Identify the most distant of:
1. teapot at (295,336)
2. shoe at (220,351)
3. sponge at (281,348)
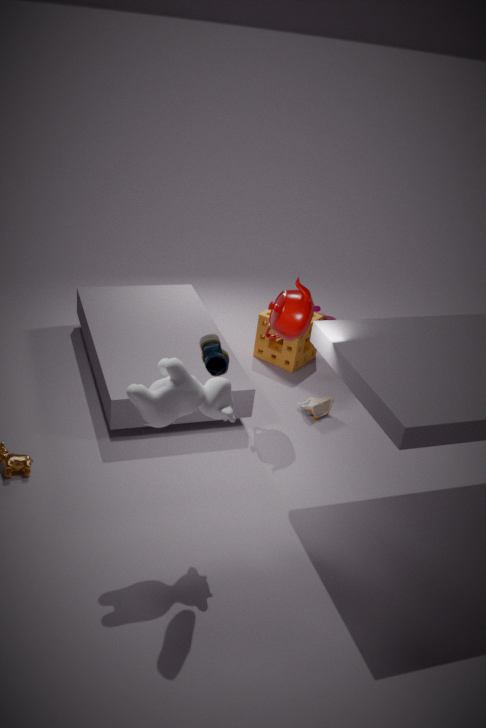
sponge at (281,348)
